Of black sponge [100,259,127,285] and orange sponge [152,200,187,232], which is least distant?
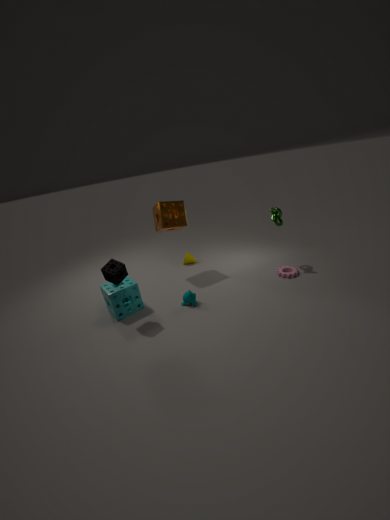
black sponge [100,259,127,285]
